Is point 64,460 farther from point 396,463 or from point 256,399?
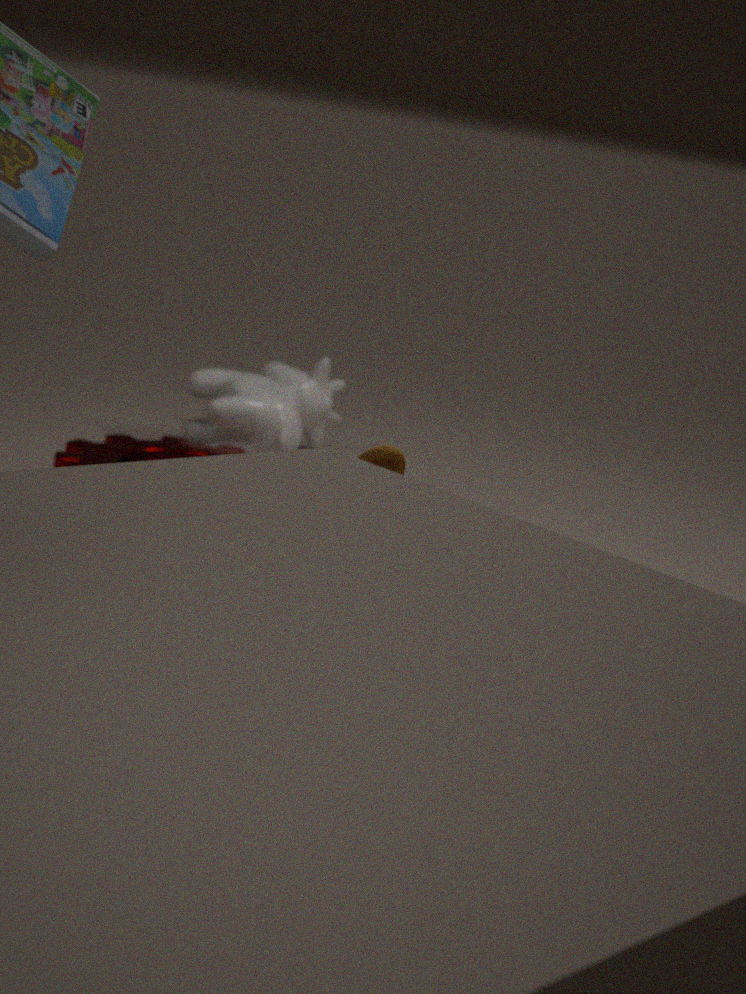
point 396,463
